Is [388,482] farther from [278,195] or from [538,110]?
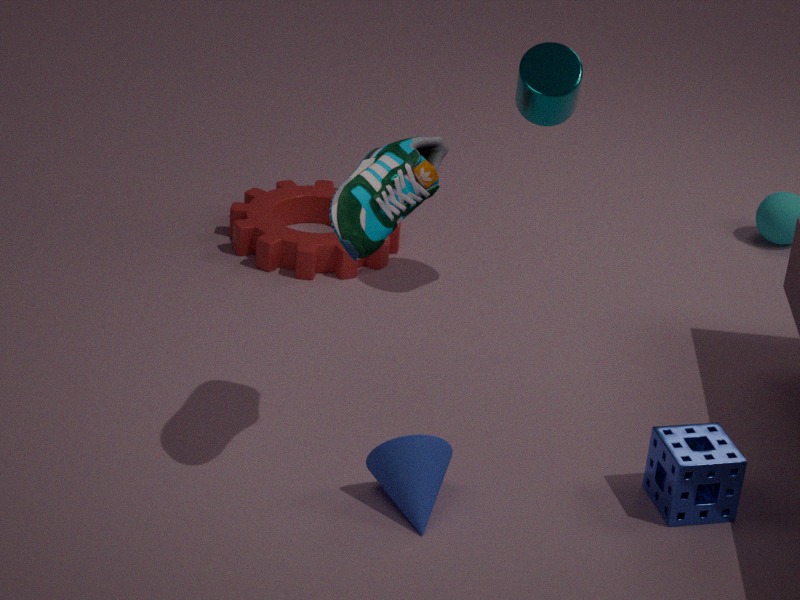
[278,195]
